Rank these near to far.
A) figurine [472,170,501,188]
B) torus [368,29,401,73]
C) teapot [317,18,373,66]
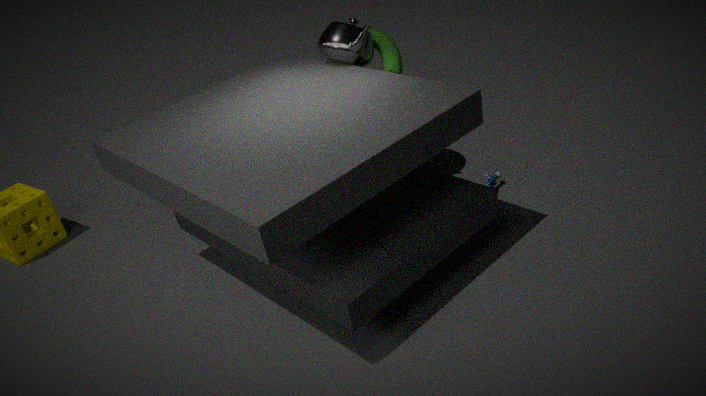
teapot [317,18,373,66], torus [368,29,401,73], figurine [472,170,501,188]
